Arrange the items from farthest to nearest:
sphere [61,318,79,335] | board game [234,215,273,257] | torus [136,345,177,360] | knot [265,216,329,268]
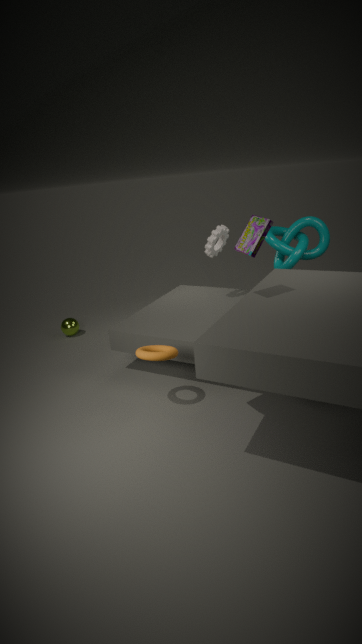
sphere [61,318,79,335] → knot [265,216,329,268] → torus [136,345,177,360] → board game [234,215,273,257]
